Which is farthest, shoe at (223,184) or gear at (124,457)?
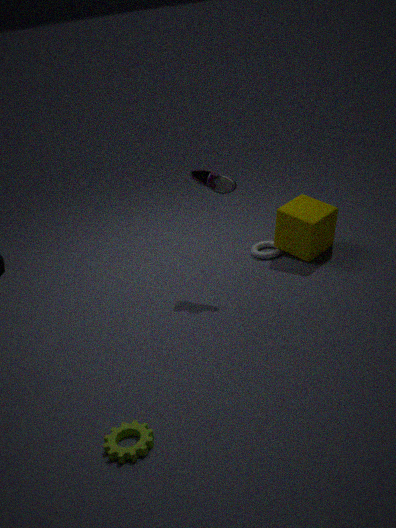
shoe at (223,184)
